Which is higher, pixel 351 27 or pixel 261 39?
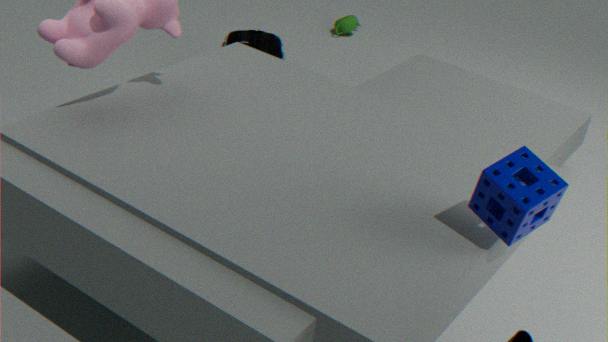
pixel 261 39
